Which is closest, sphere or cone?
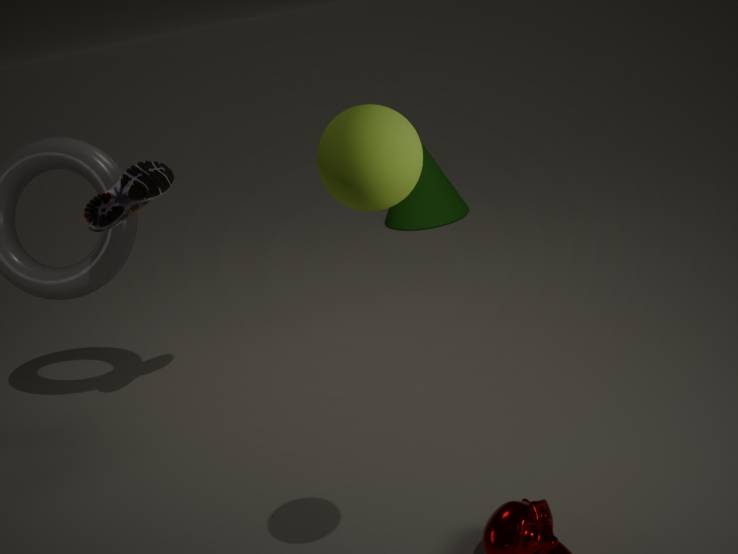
sphere
